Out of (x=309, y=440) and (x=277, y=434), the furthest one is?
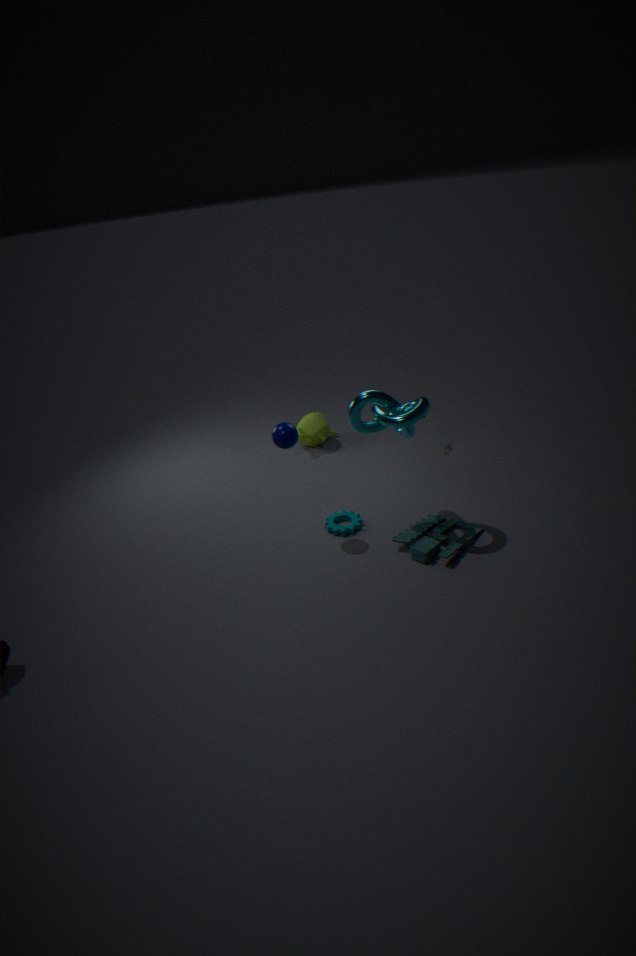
(x=309, y=440)
